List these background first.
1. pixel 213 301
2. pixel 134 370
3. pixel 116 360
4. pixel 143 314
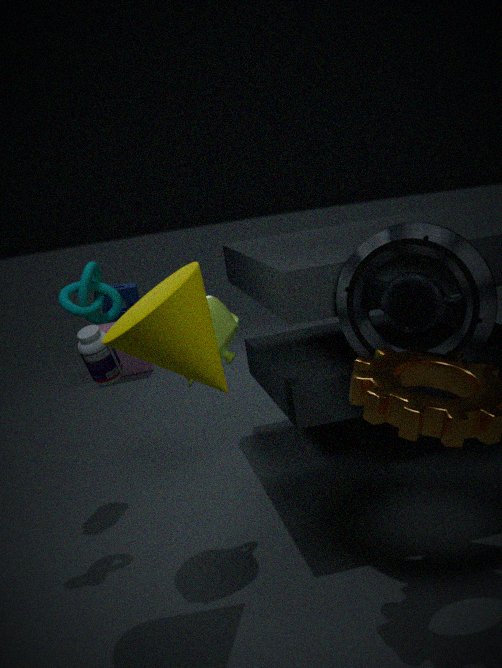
pixel 134 370, pixel 116 360, pixel 213 301, pixel 143 314
